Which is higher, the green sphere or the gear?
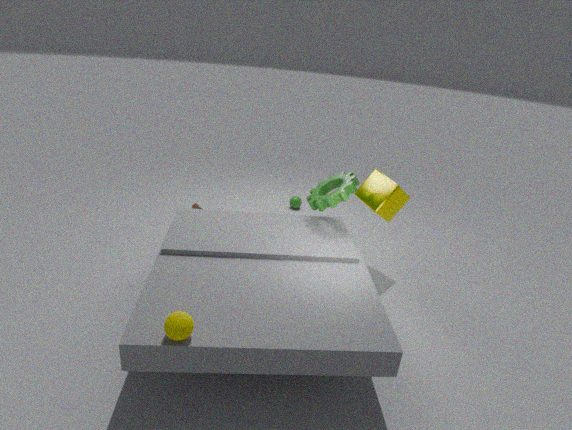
the gear
